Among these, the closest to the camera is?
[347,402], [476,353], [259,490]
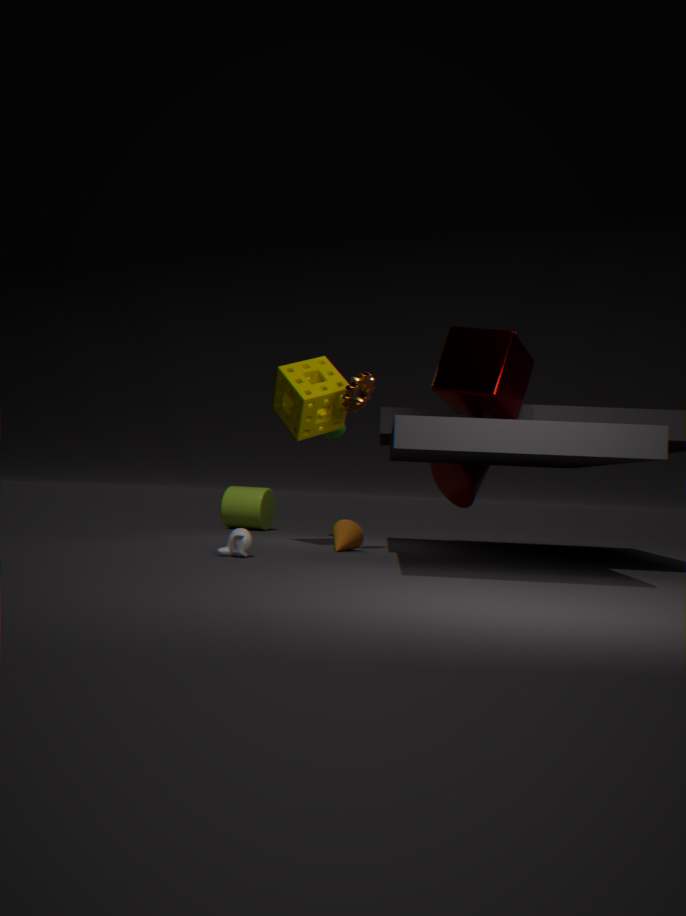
[476,353]
